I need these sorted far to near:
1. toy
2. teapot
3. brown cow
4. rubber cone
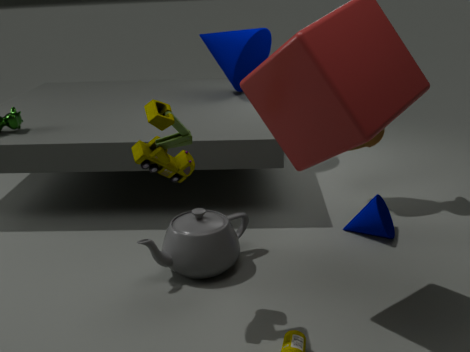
rubber cone, brown cow, teapot, toy
